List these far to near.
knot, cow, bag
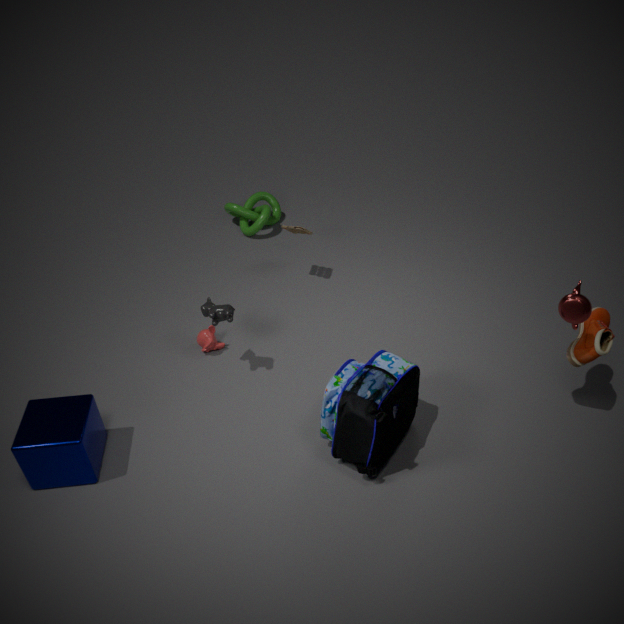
knot < cow < bag
